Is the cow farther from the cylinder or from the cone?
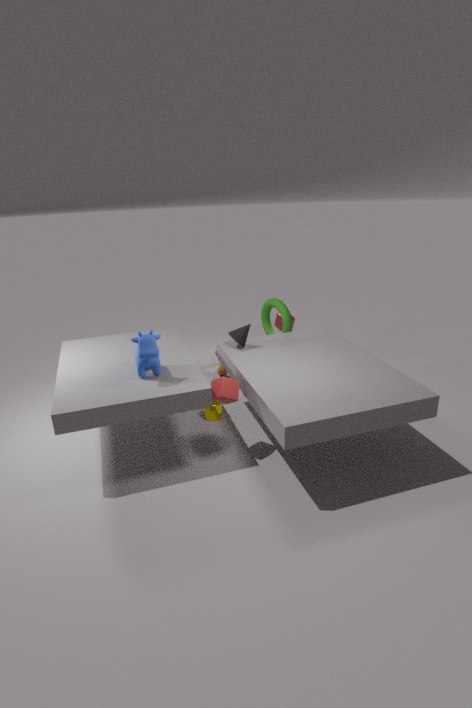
the cone
